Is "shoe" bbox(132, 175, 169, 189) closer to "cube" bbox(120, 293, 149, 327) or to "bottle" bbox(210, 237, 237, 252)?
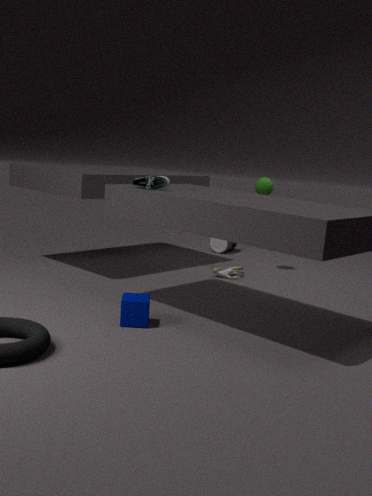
"cube" bbox(120, 293, 149, 327)
